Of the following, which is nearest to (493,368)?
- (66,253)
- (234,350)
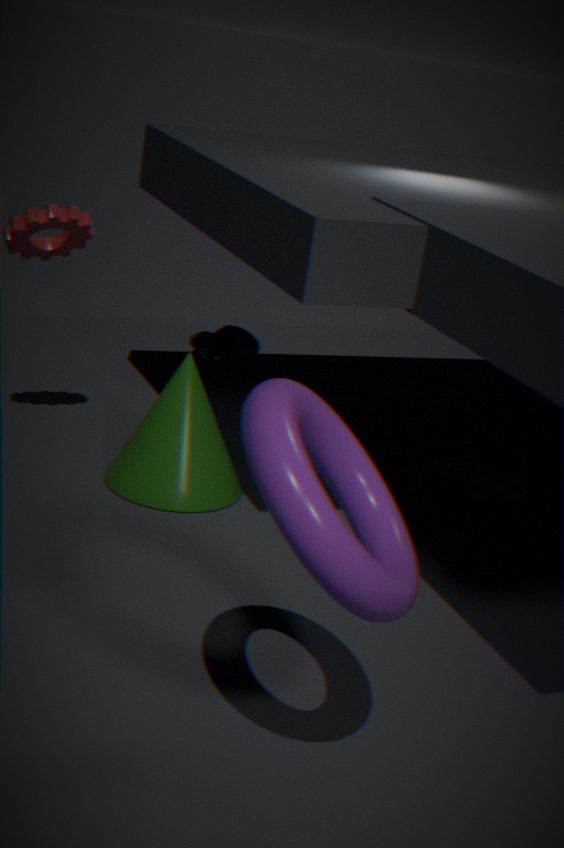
(234,350)
